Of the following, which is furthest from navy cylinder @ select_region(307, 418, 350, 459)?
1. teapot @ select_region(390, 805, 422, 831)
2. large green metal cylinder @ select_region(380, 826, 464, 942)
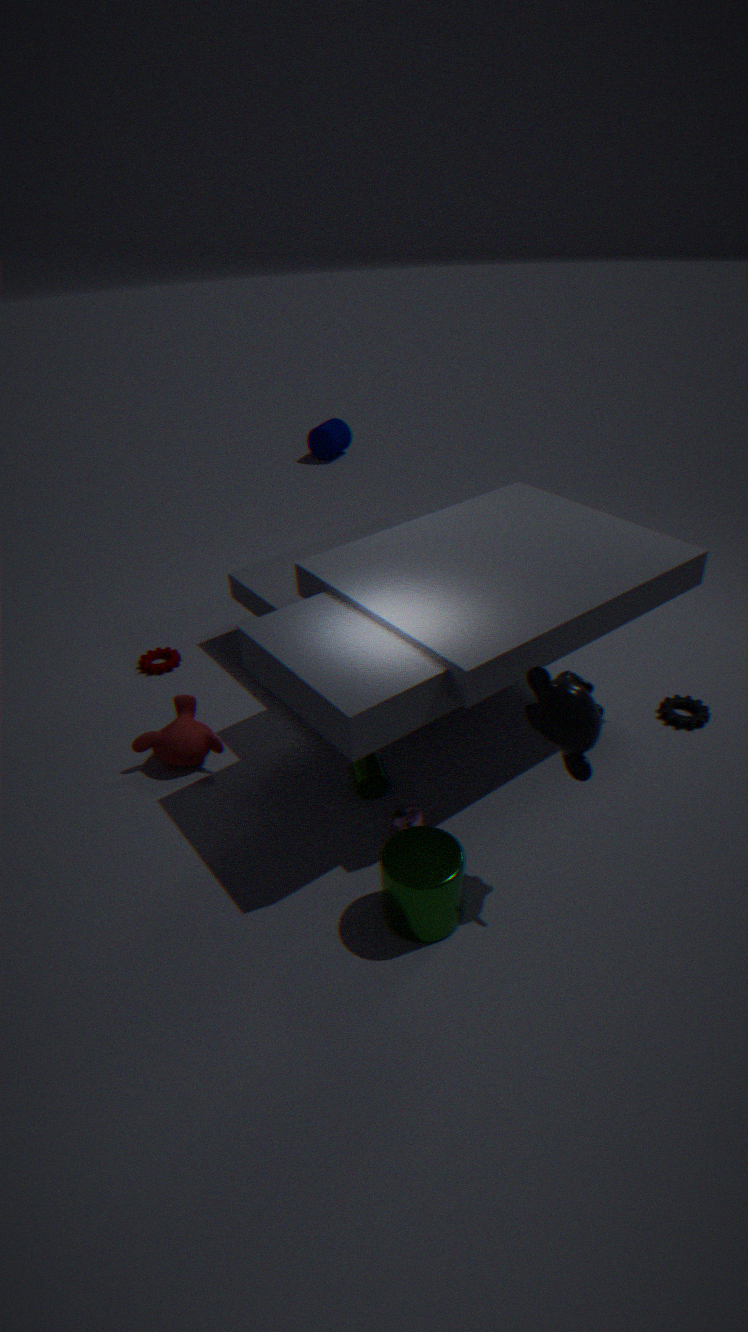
large green metal cylinder @ select_region(380, 826, 464, 942)
